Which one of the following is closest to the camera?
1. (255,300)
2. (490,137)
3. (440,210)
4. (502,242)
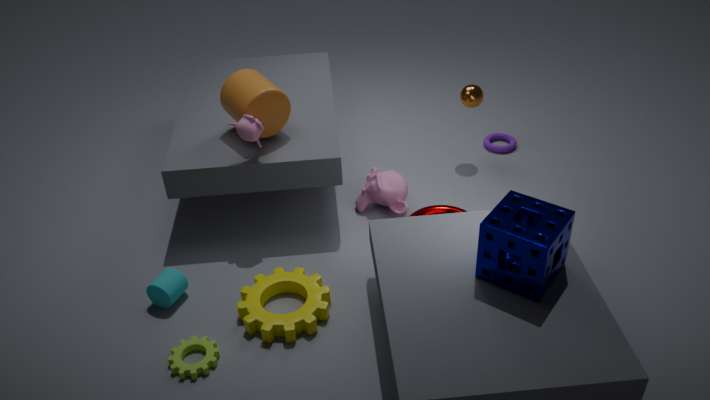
(502,242)
